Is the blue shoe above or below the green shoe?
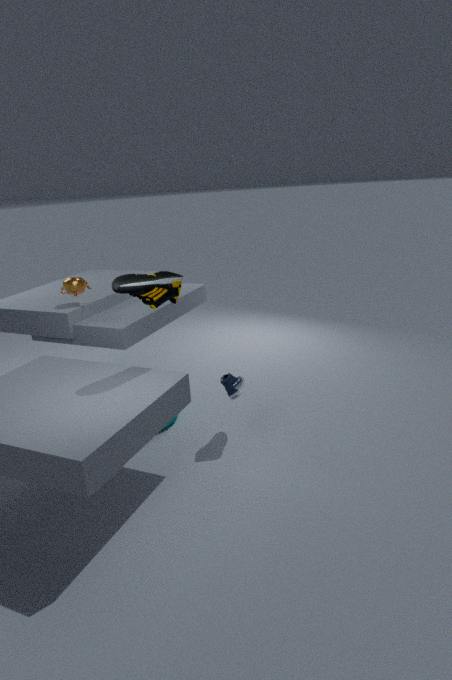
below
